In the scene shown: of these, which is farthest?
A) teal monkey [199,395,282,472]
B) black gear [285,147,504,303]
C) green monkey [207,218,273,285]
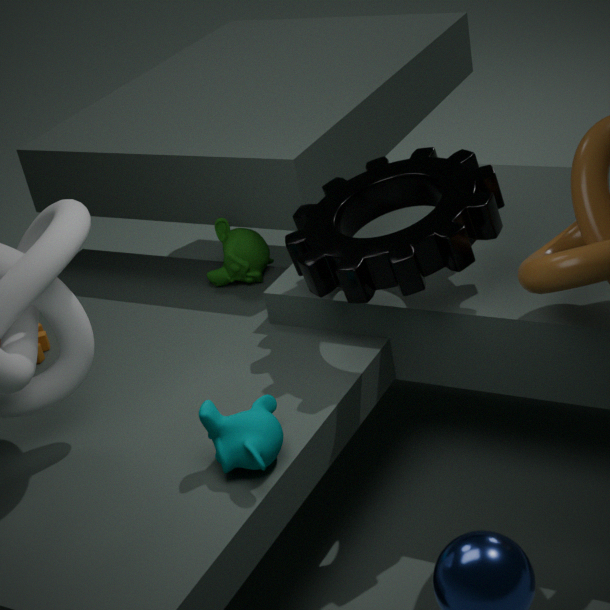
green monkey [207,218,273,285]
